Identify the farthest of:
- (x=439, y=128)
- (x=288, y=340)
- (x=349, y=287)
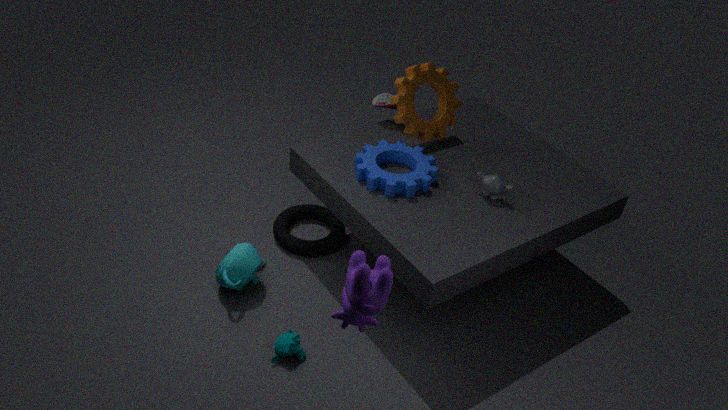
(x=439, y=128)
